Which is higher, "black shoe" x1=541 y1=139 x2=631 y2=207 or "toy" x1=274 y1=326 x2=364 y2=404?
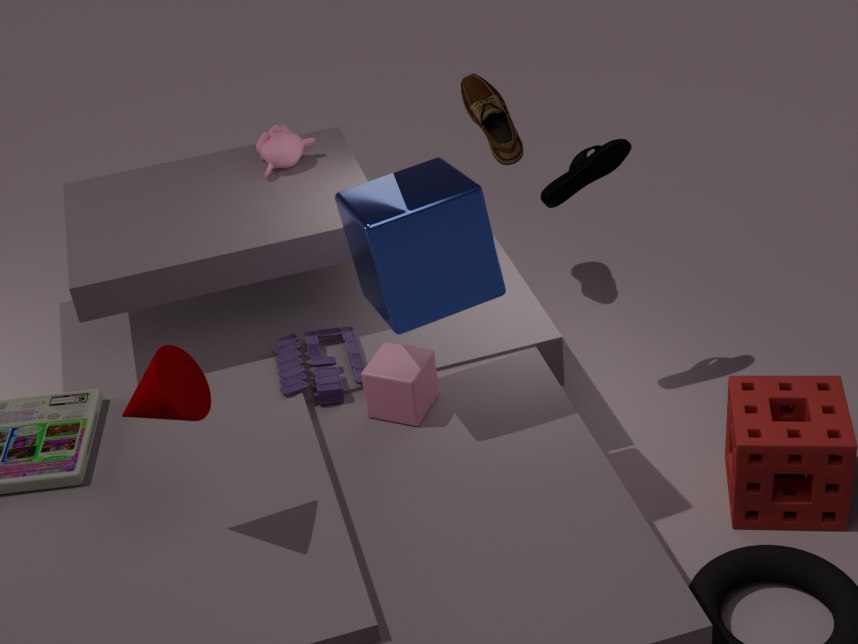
"black shoe" x1=541 y1=139 x2=631 y2=207
